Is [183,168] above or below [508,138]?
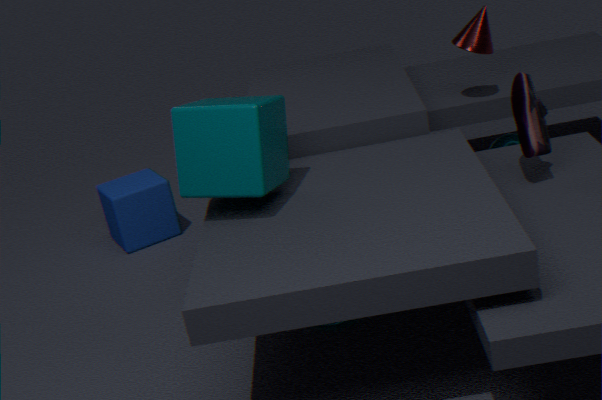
above
